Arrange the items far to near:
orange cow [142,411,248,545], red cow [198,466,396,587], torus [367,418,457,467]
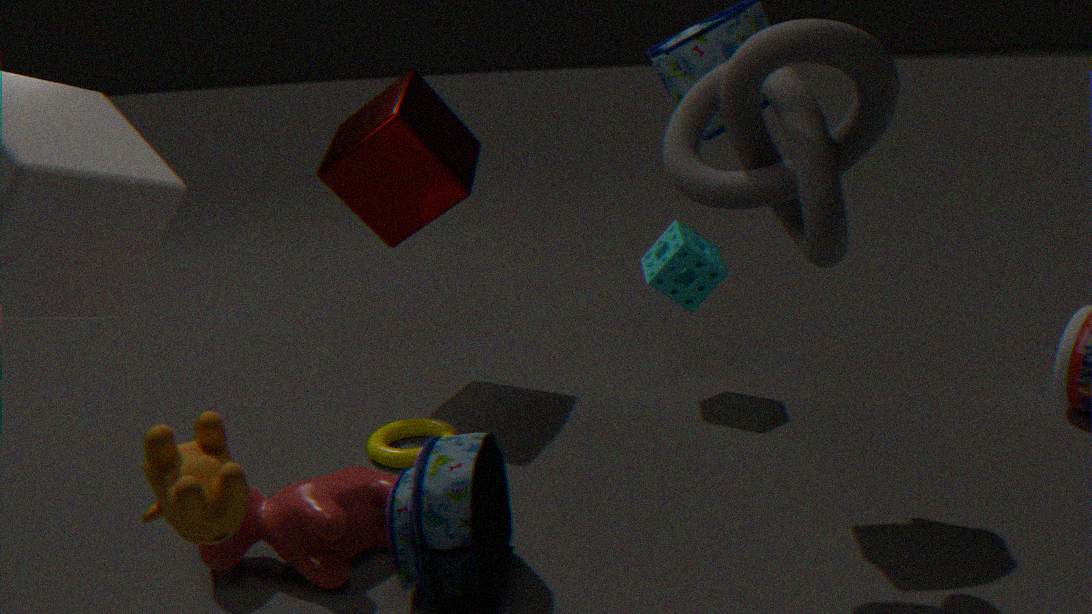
torus [367,418,457,467] < red cow [198,466,396,587] < orange cow [142,411,248,545]
